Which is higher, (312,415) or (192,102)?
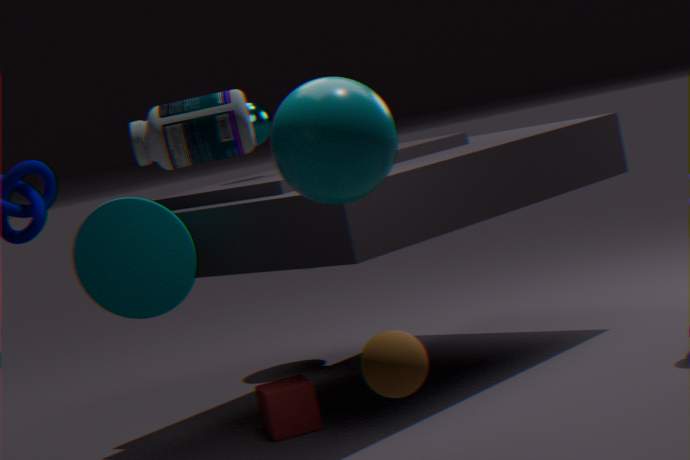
(192,102)
